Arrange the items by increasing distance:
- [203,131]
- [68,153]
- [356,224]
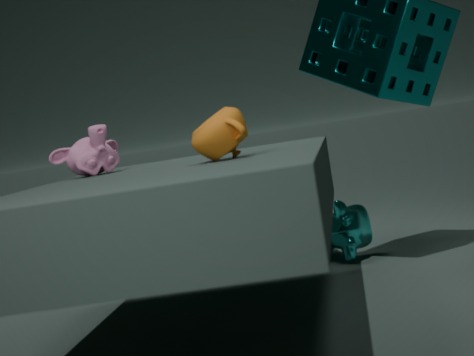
[203,131], [68,153], [356,224]
